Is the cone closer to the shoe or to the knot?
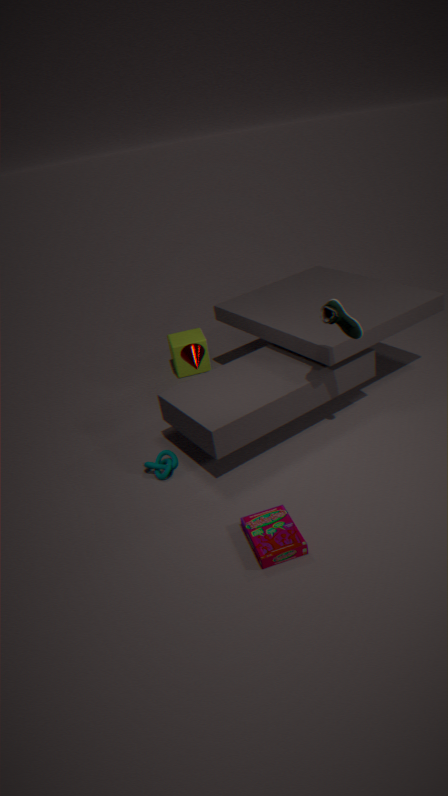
the knot
